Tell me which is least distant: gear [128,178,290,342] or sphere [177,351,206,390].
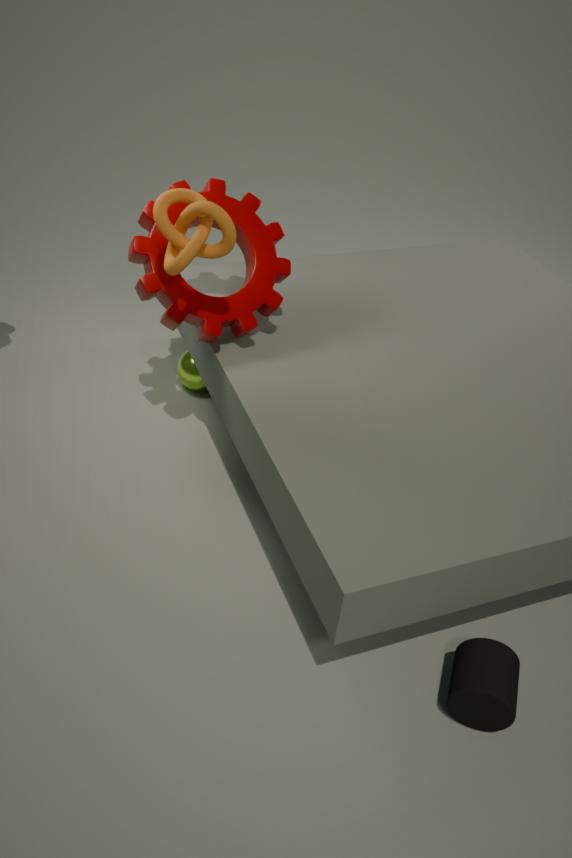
gear [128,178,290,342]
